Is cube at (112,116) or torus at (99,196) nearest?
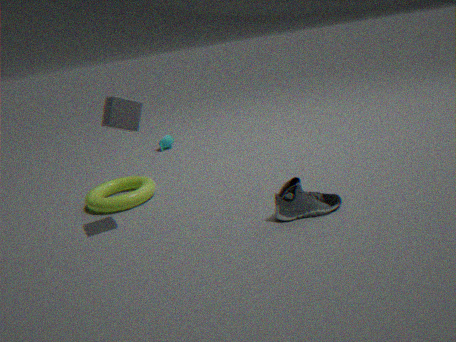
cube at (112,116)
